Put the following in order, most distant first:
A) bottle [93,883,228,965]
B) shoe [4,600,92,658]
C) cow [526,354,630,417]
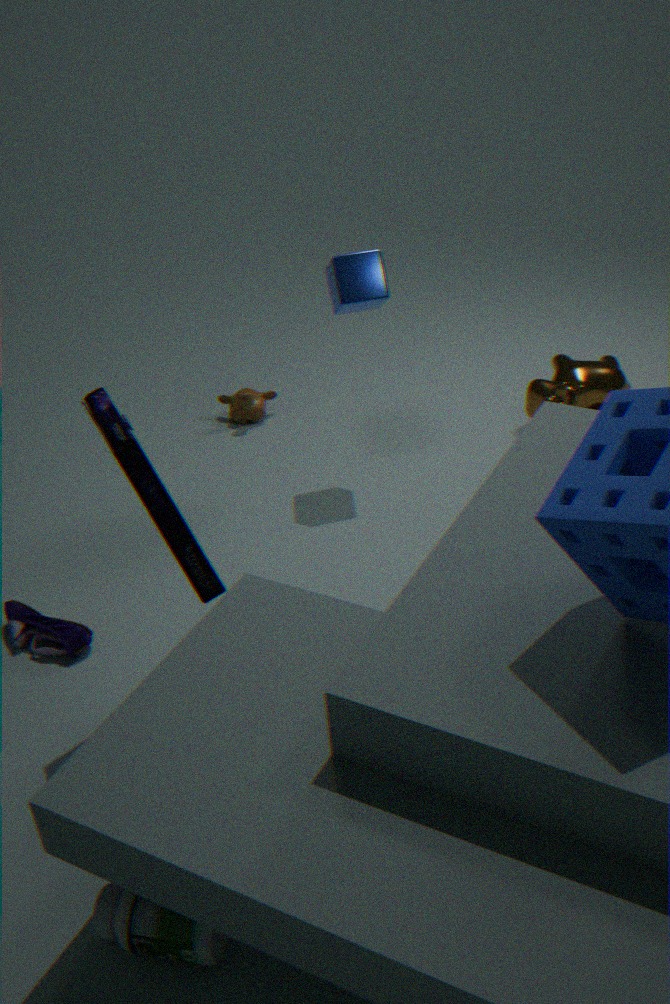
1. cow [526,354,630,417]
2. shoe [4,600,92,658]
3. bottle [93,883,228,965]
